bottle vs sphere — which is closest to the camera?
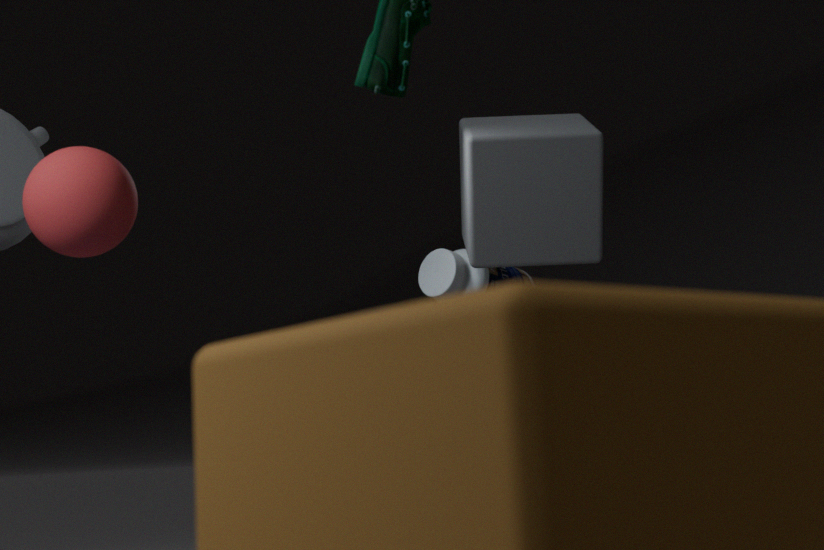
sphere
